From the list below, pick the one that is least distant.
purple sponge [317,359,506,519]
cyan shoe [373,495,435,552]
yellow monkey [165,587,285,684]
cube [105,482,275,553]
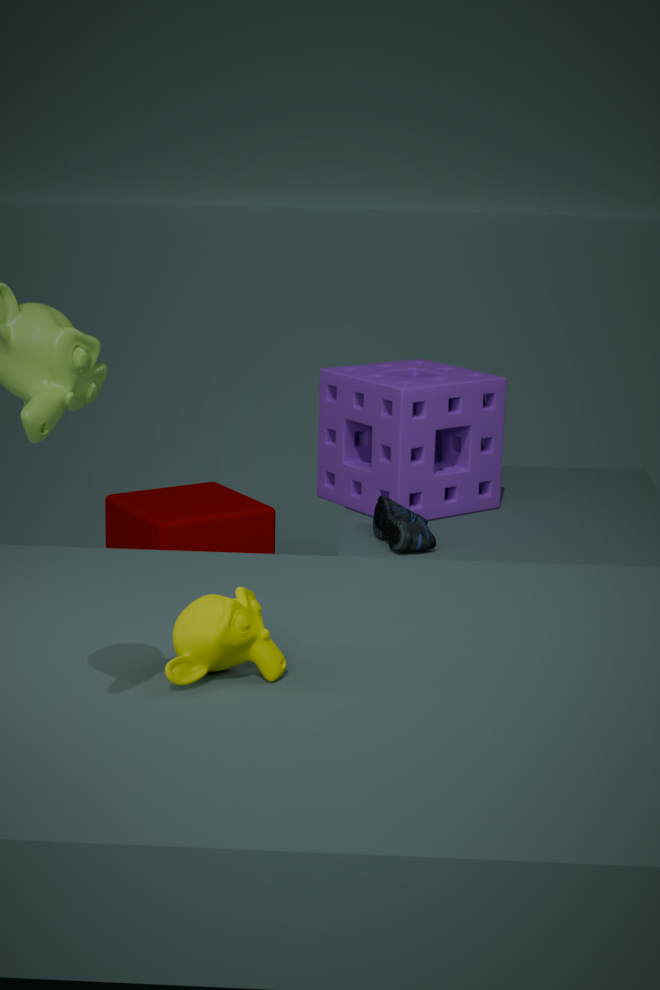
→ yellow monkey [165,587,285,684]
